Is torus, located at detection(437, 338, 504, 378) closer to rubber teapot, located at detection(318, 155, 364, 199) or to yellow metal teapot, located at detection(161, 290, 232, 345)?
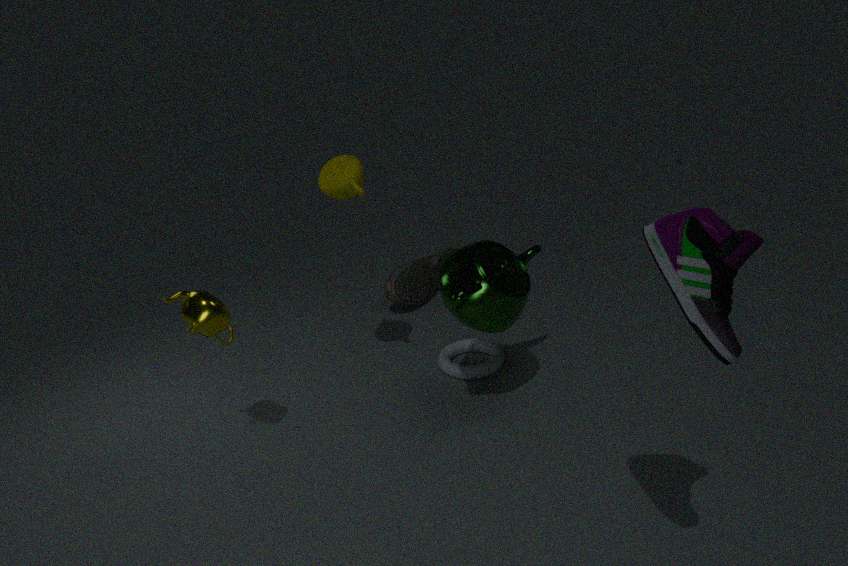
rubber teapot, located at detection(318, 155, 364, 199)
